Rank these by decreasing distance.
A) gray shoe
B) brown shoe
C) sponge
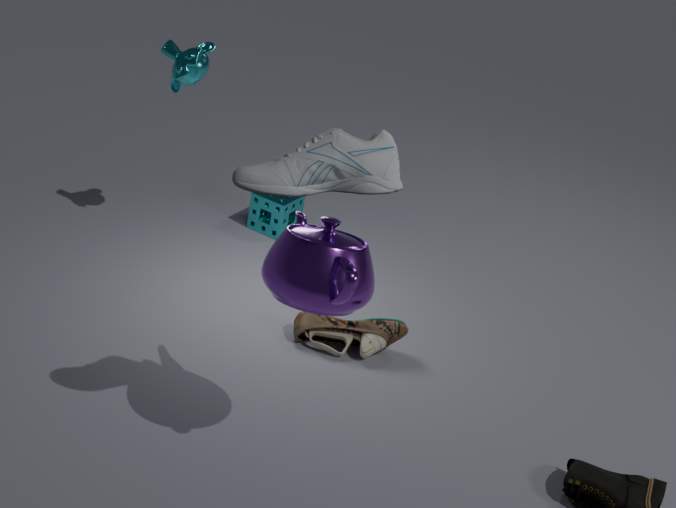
sponge, brown shoe, gray shoe
